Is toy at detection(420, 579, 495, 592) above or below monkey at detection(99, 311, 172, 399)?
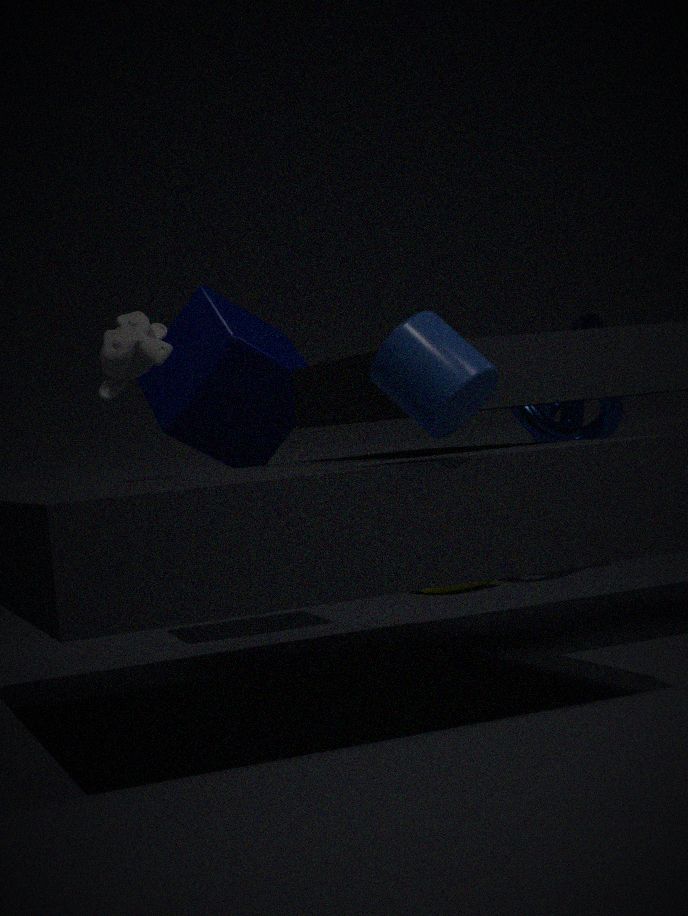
below
